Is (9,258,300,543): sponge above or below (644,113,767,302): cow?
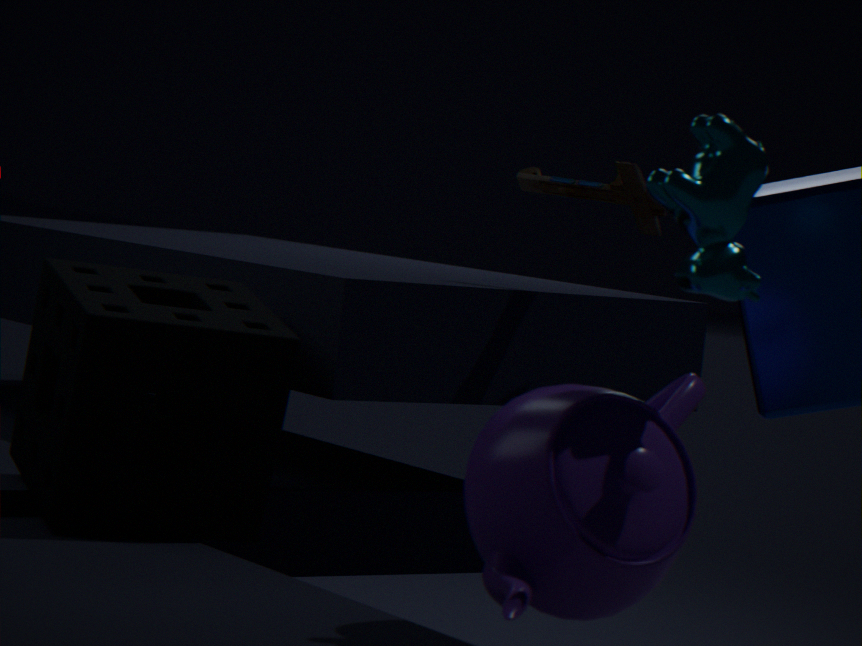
below
